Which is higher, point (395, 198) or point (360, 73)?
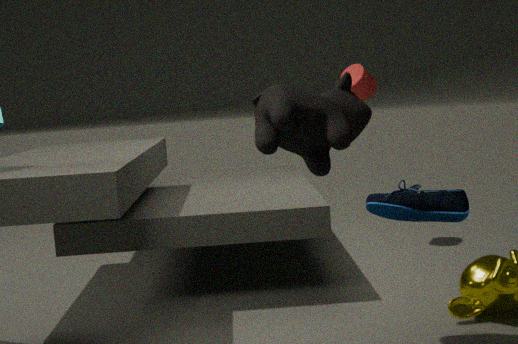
point (360, 73)
